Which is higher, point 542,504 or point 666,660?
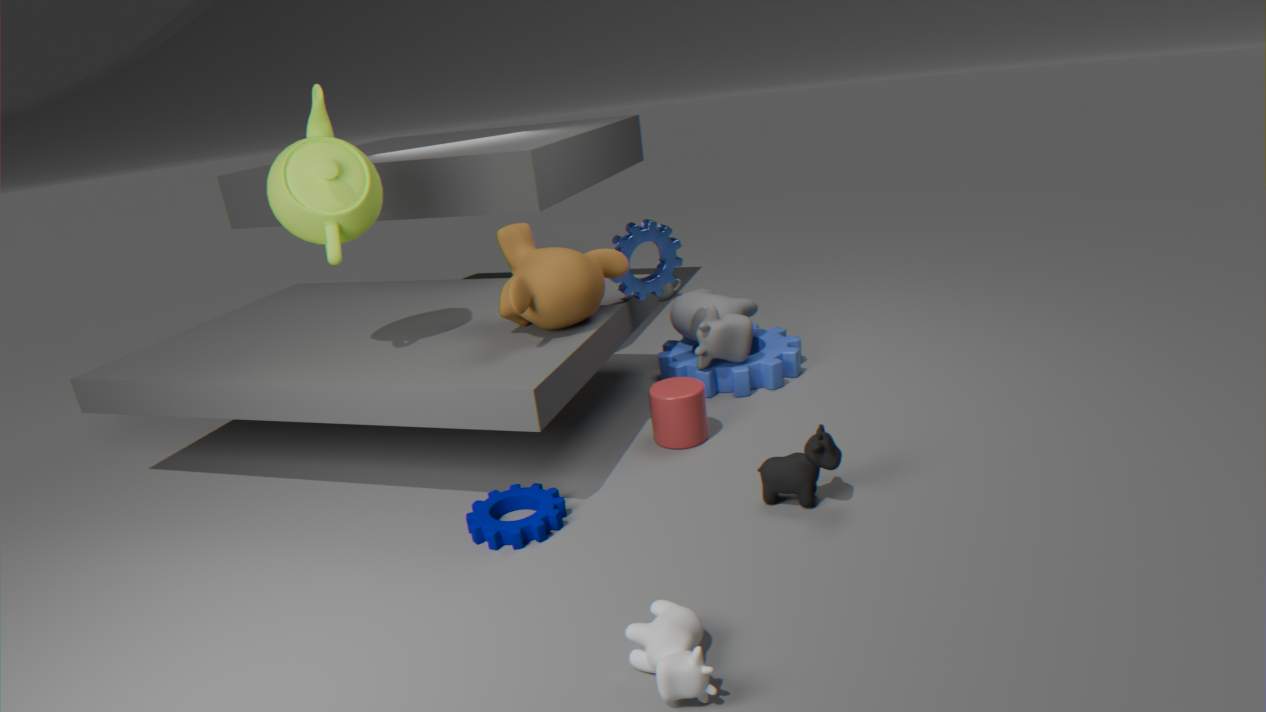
point 666,660
